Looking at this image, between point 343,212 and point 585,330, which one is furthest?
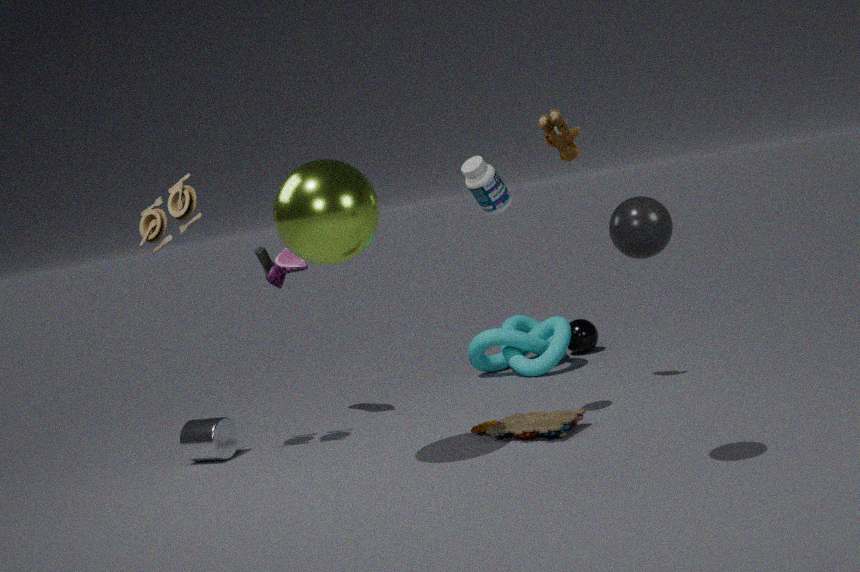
point 585,330
